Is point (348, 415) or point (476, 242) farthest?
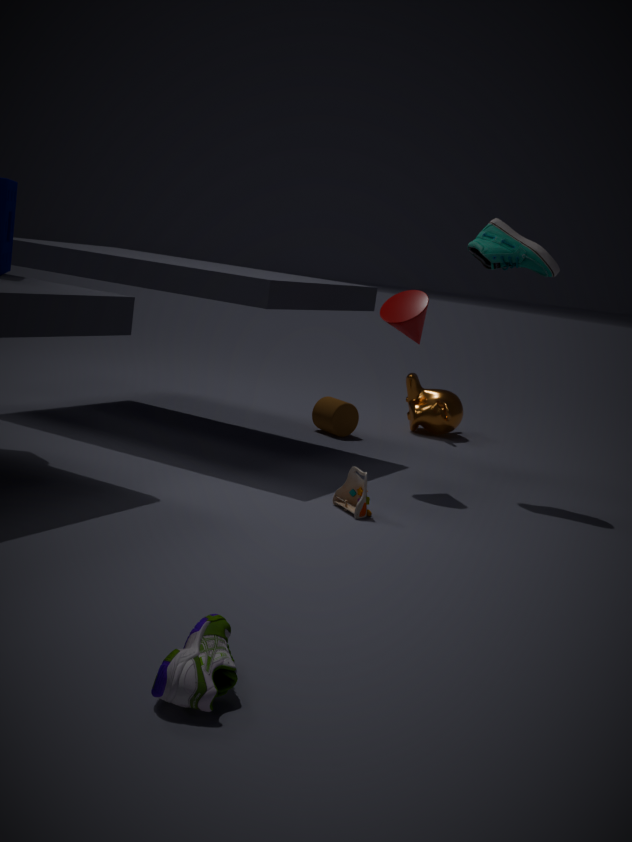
point (348, 415)
